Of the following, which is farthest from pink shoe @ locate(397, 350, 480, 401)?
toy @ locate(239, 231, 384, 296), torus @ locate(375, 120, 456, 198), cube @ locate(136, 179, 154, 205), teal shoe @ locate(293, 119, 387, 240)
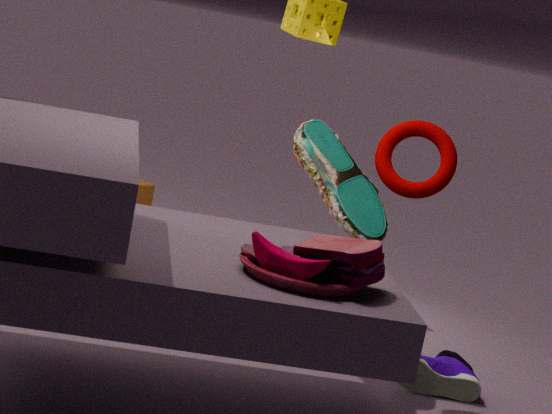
cube @ locate(136, 179, 154, 205)
